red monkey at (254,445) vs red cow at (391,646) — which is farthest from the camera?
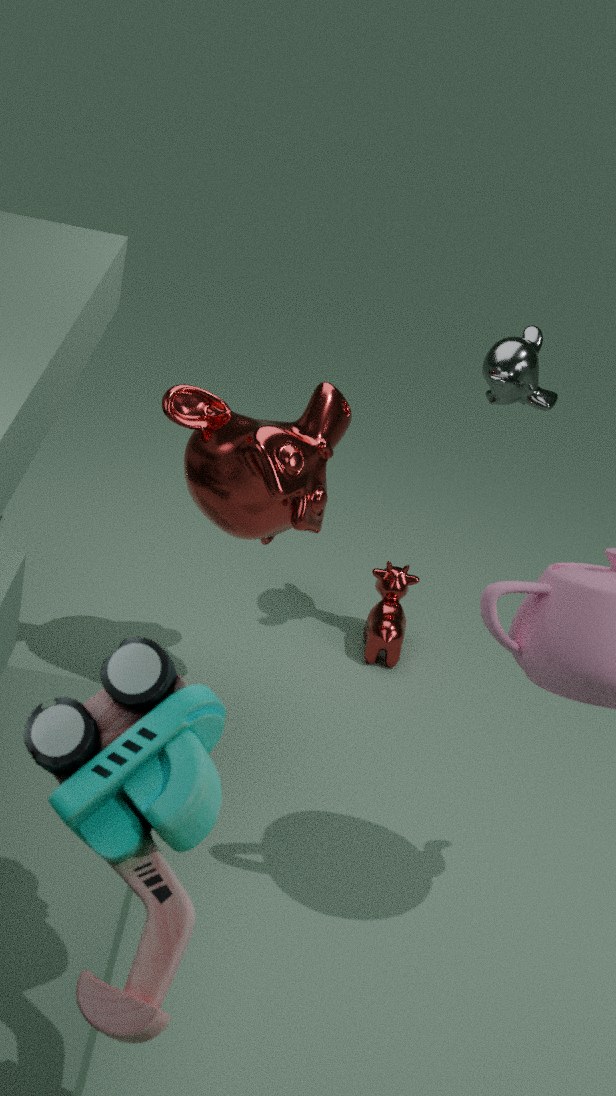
red cow at (391,646)
